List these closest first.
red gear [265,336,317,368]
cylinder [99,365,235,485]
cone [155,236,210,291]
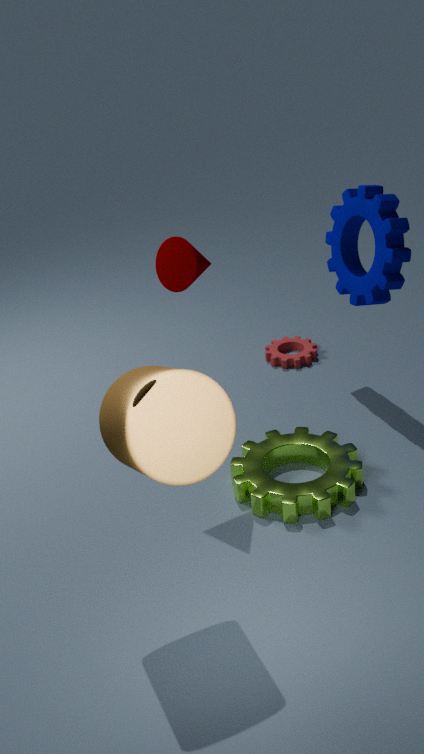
cylinder [99,365,235,485]
cone [155,236,210,291]
red gear [265,336,317,368]
